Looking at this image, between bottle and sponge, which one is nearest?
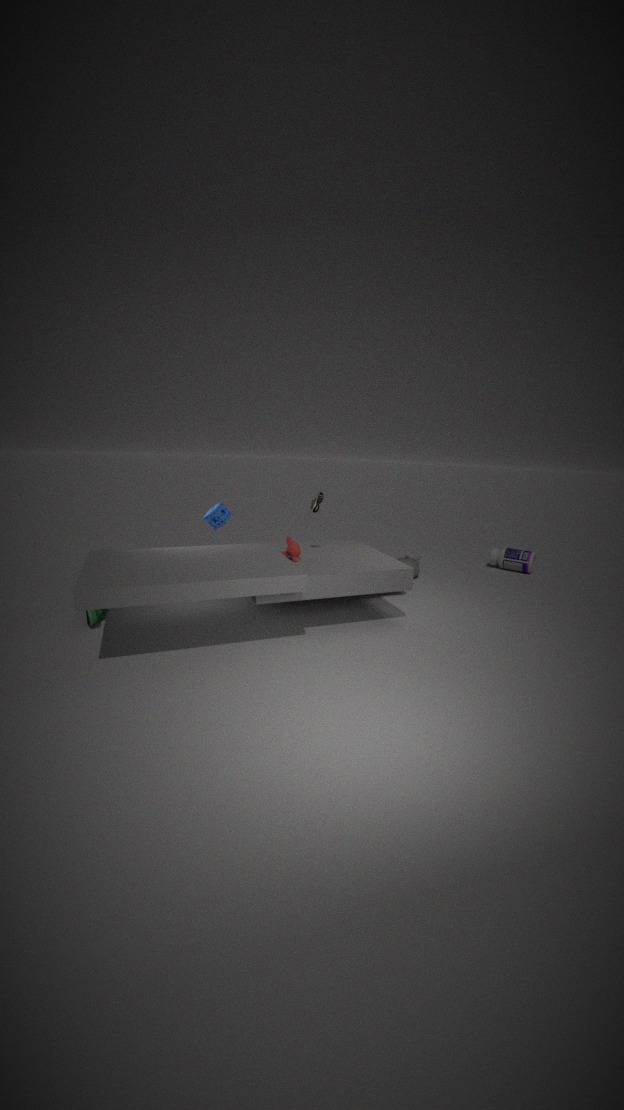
sponge
